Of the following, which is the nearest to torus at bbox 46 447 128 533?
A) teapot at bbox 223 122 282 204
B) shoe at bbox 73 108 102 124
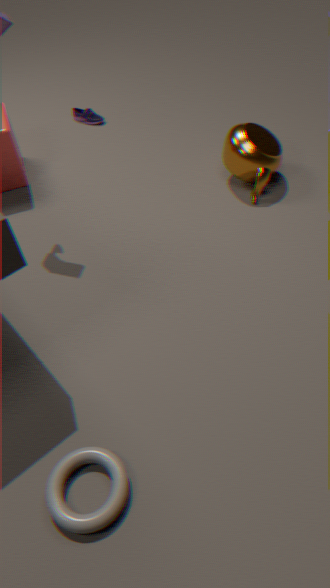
teapot at bbox 223 122 282 204
